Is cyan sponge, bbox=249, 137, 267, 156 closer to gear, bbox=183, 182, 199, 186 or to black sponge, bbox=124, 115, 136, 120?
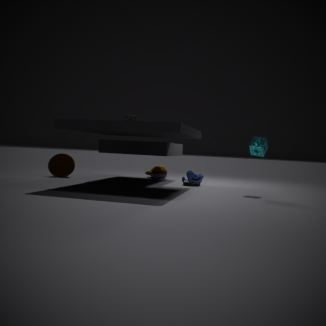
gear, bbox=183, 182, 199, 186
